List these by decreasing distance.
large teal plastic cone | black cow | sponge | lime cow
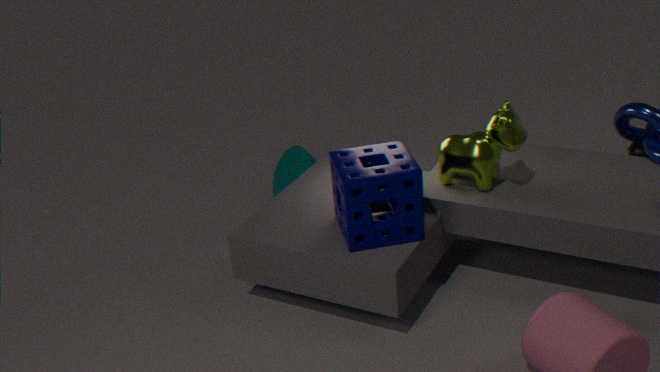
large teal plastic cone → black cow → lime cow → sponge
